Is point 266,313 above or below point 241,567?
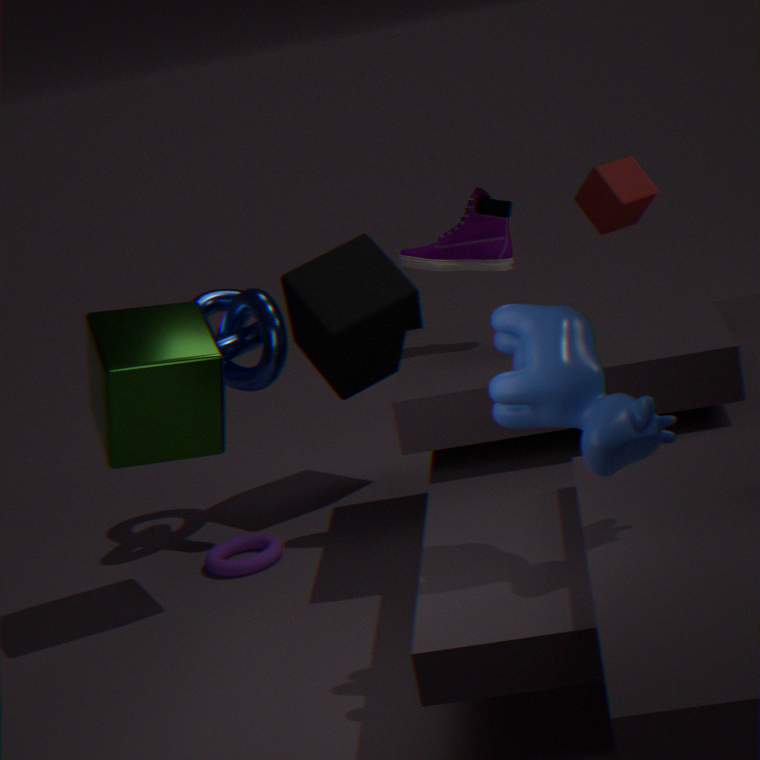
above
